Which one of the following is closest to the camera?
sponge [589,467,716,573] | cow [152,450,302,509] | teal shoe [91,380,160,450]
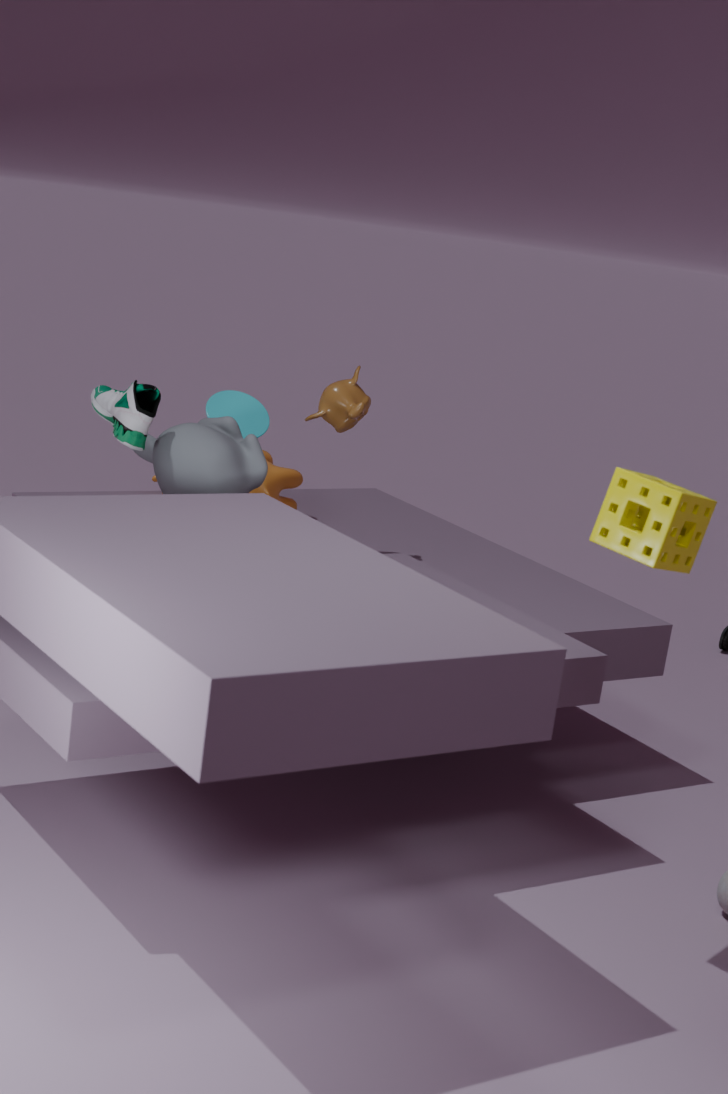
sponge [589,467,716,573]
